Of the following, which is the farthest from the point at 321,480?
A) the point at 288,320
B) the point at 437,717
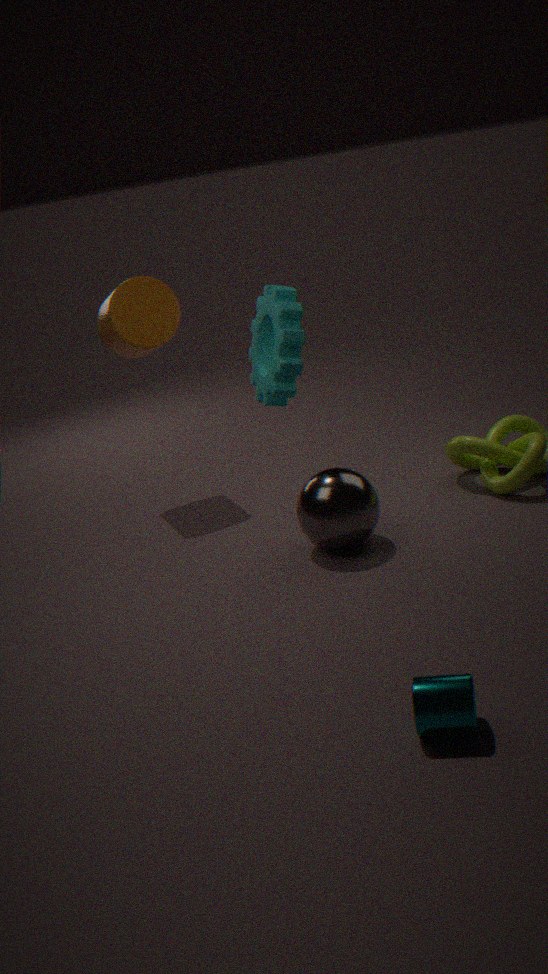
the point at 437,717
